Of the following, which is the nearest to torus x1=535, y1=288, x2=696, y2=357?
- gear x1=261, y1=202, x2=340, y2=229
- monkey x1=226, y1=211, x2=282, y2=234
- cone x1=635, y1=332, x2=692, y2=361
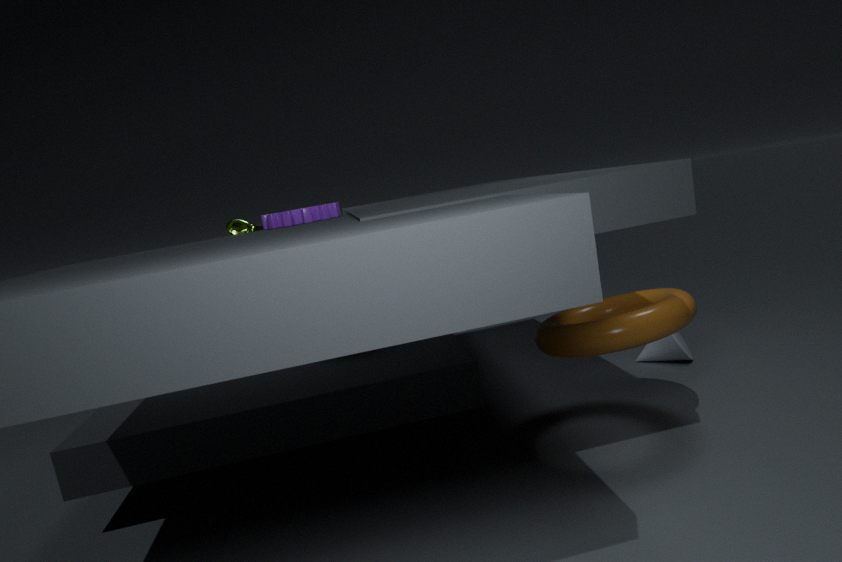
cone x1=635, y1=332, x2=692, y2=361
